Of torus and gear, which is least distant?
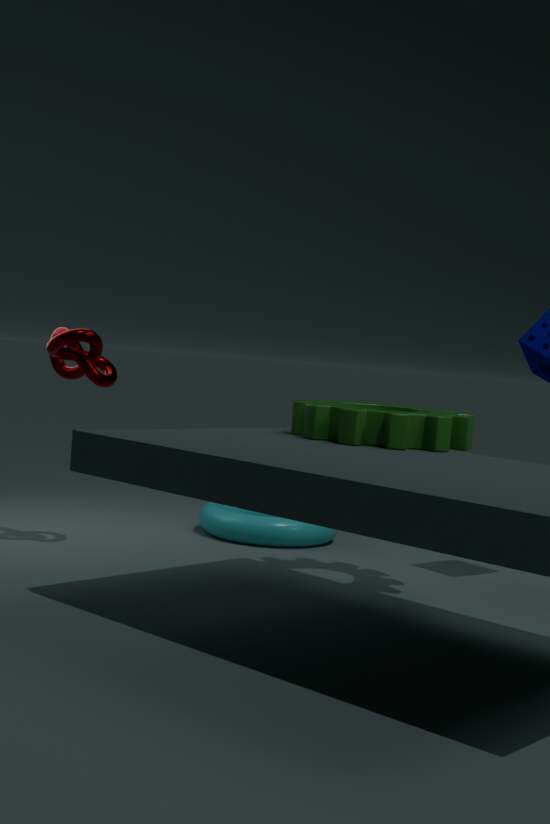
gear
